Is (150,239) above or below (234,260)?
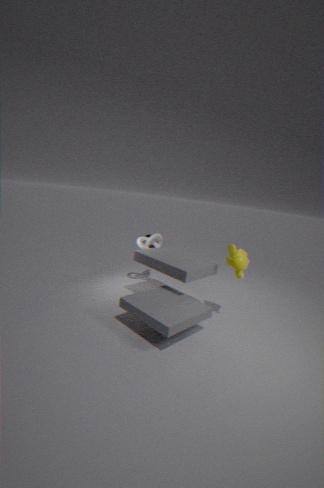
below
